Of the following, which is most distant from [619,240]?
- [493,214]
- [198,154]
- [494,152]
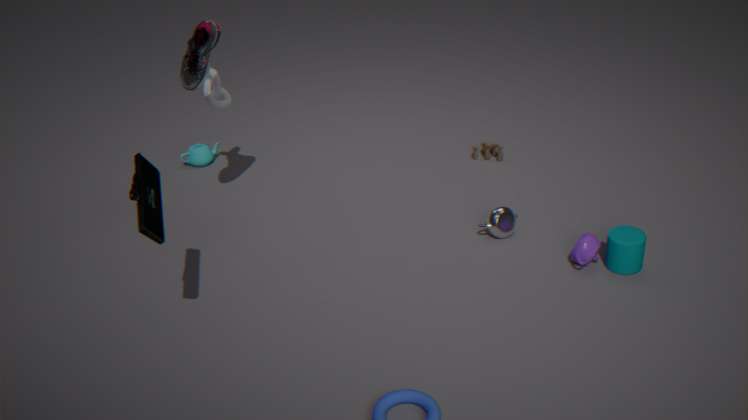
[198,154]
